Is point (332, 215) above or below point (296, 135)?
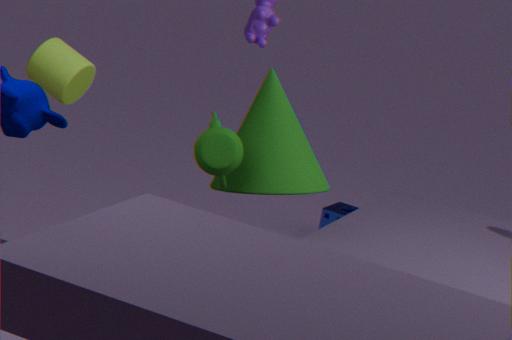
below
